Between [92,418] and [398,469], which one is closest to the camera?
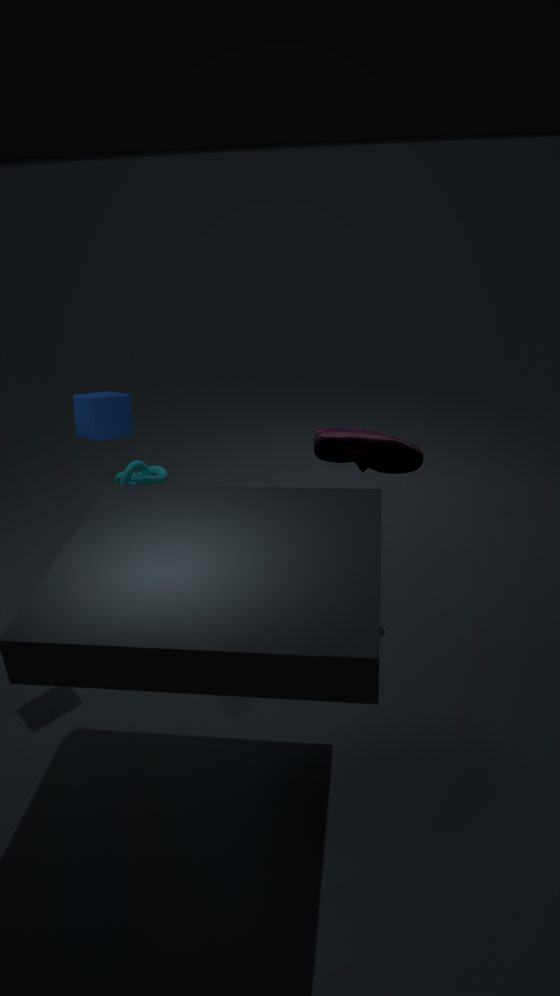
[92,418]
